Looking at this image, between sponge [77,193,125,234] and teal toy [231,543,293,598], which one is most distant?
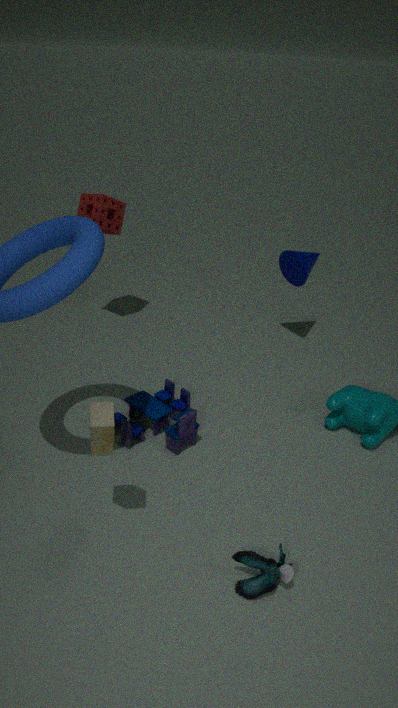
sponge [77,193,125,234]
